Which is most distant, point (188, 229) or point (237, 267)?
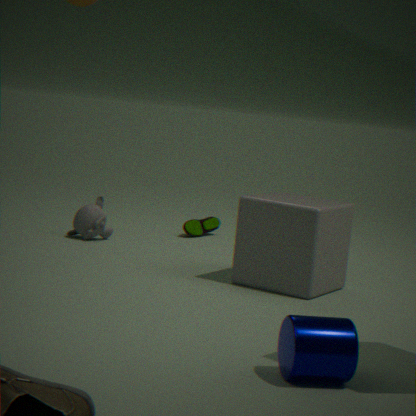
point (188, 229)
